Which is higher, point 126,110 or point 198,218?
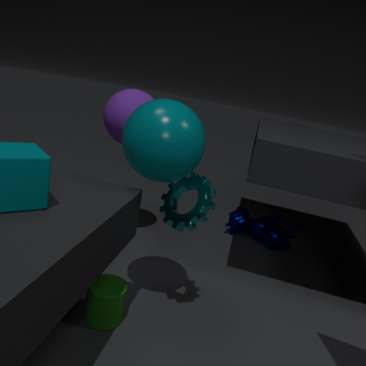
point 126,110
